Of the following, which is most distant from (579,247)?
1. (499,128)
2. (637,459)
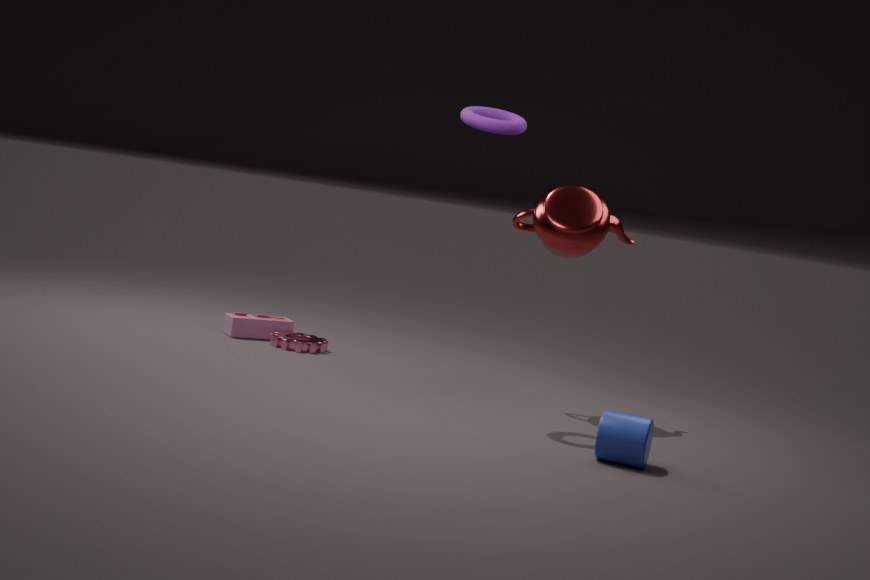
(637,459)
